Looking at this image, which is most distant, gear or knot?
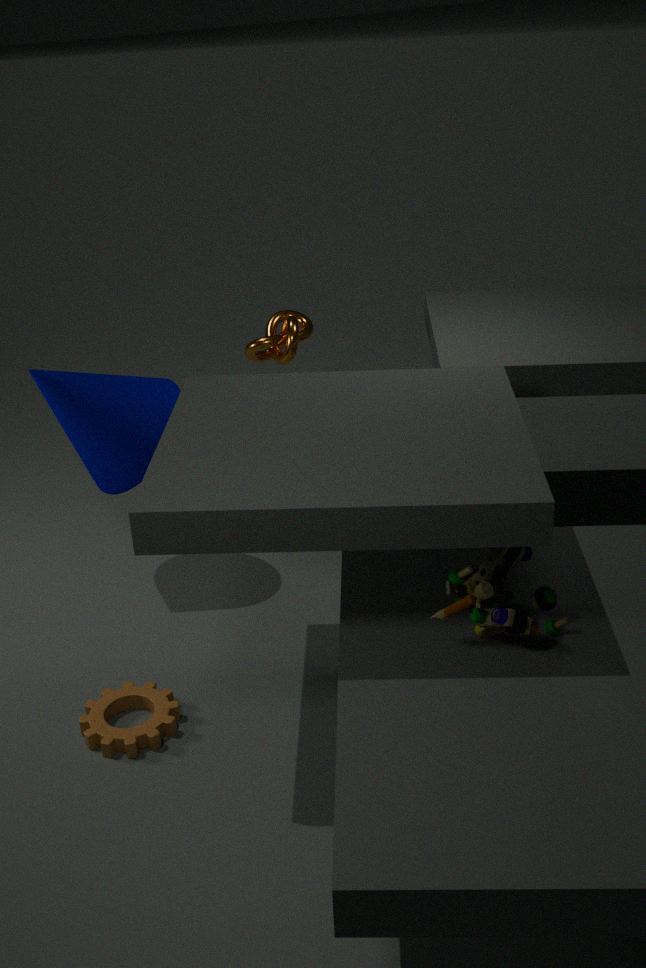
knot
